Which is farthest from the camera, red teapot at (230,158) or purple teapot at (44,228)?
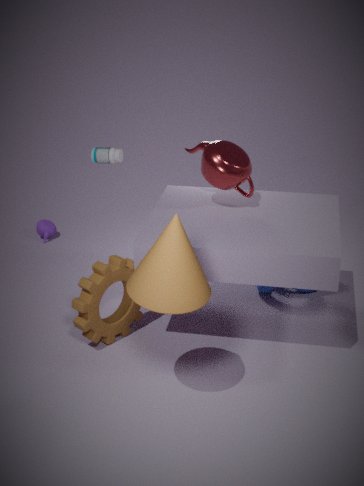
purple teapot at (44,228)
